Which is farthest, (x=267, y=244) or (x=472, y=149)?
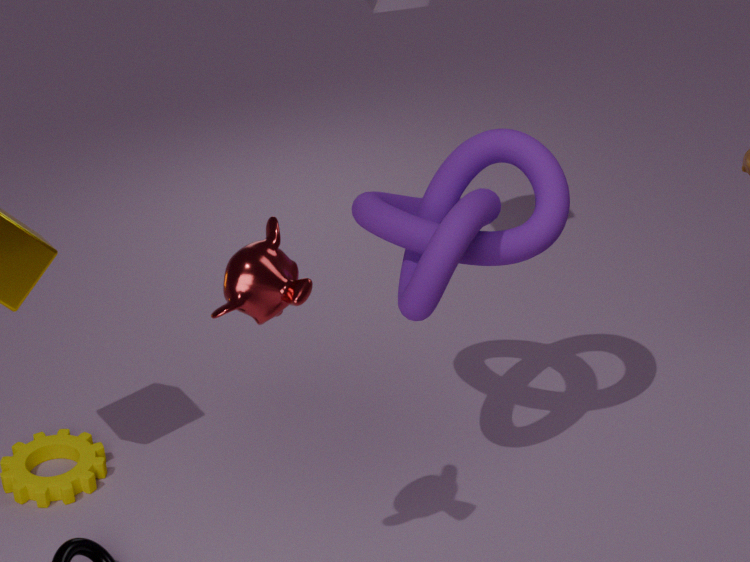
(x=472, y=149)
